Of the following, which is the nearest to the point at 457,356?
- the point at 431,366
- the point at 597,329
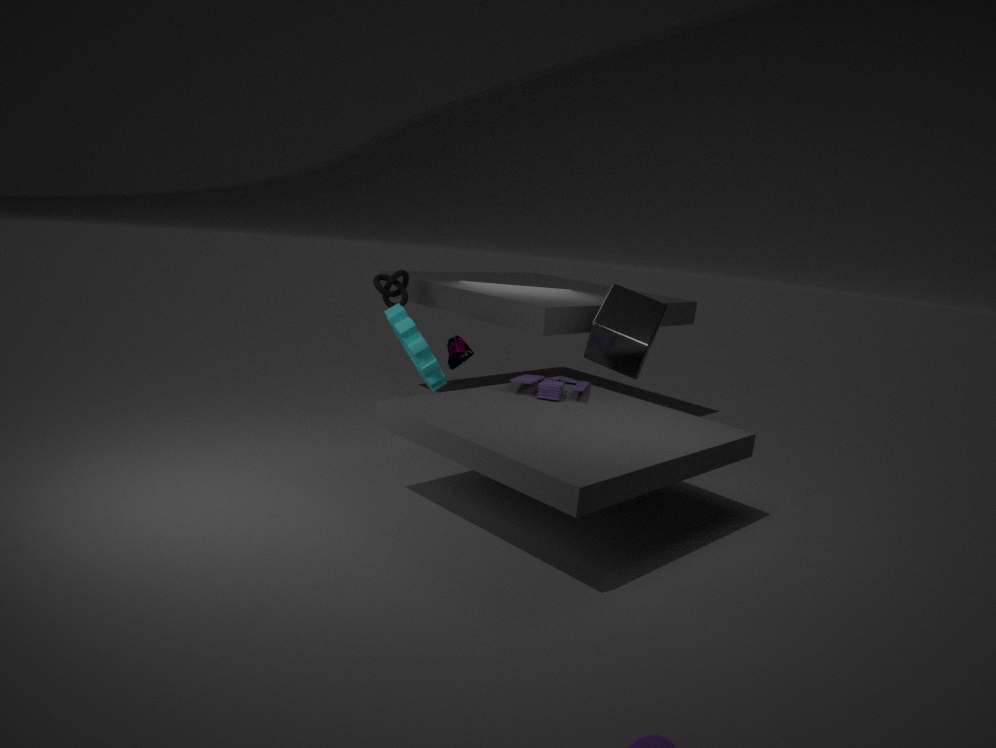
the point at 431,366
